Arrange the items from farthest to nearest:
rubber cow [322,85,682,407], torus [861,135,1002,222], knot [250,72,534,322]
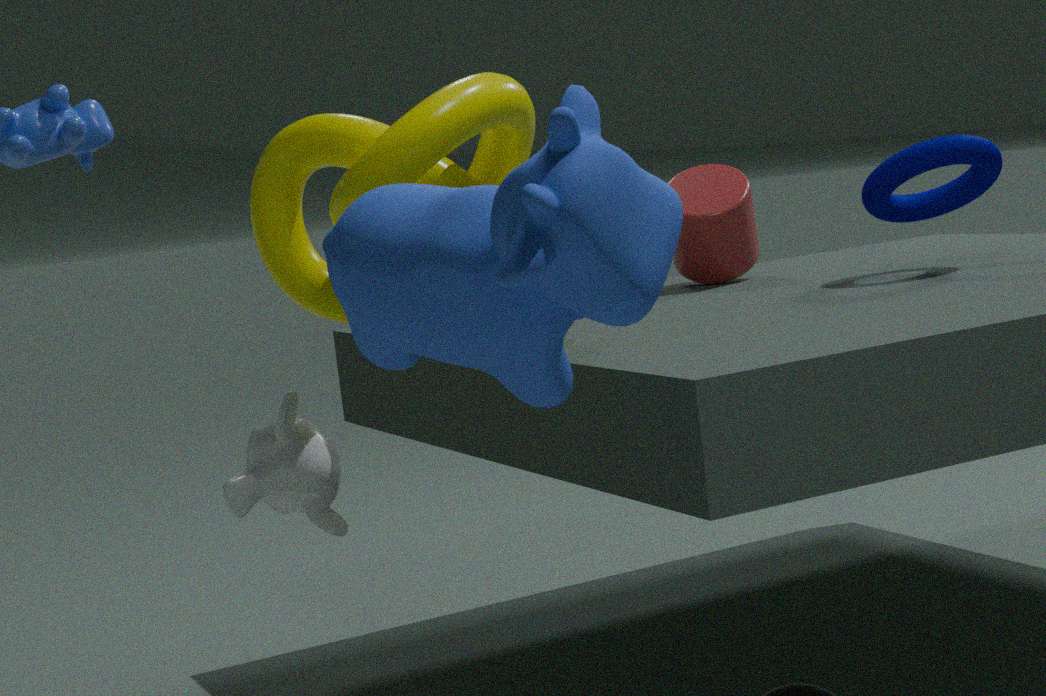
1. torus [861,135,1002,222]
2. knot [250,72,534,322]
3. rubber cow [322,85,682,407]
